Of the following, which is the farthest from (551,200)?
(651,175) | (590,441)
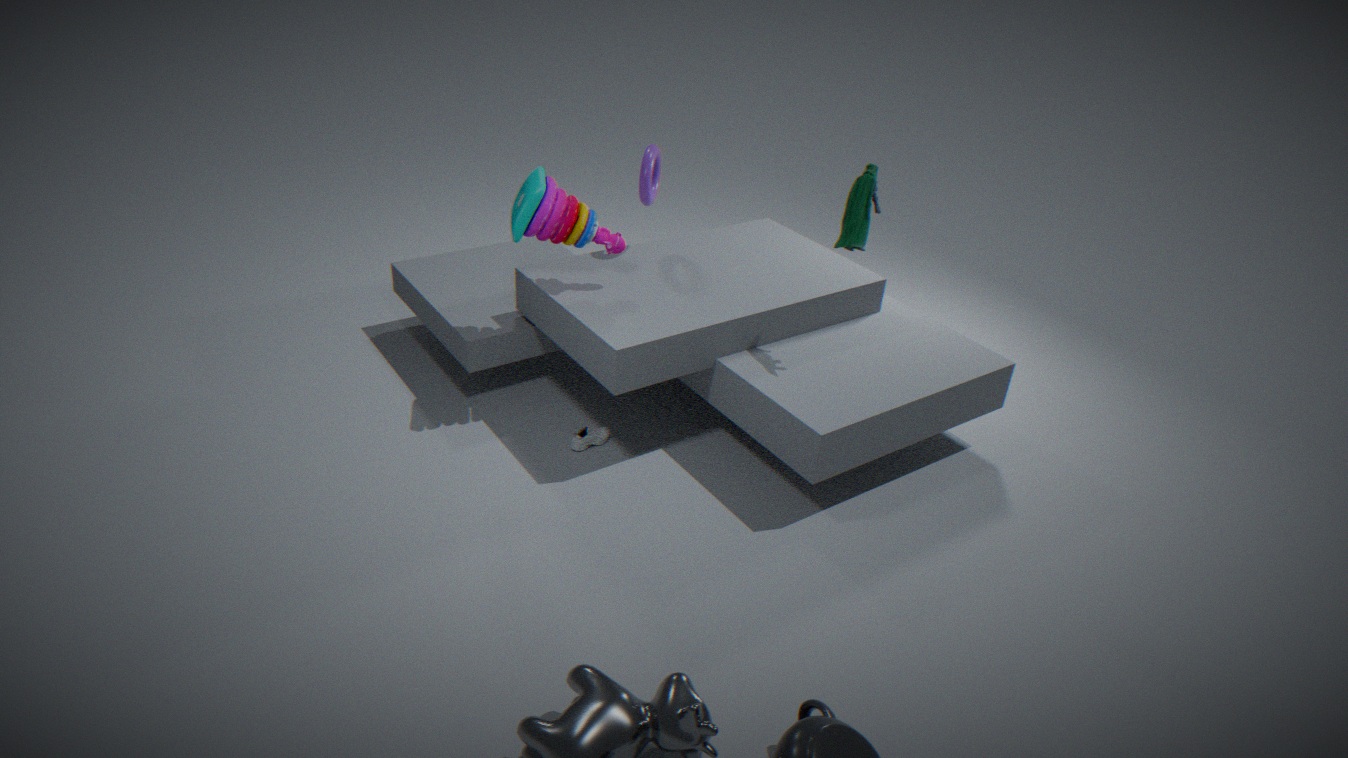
(590,441)
